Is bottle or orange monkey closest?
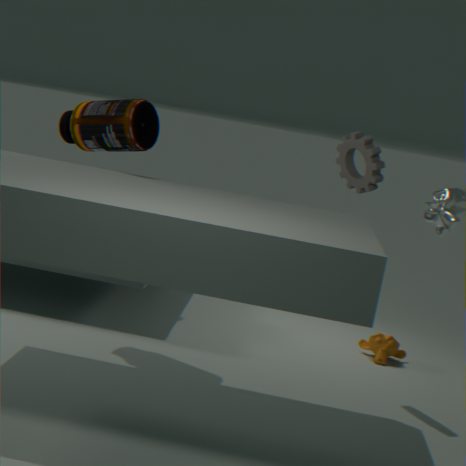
bottle
